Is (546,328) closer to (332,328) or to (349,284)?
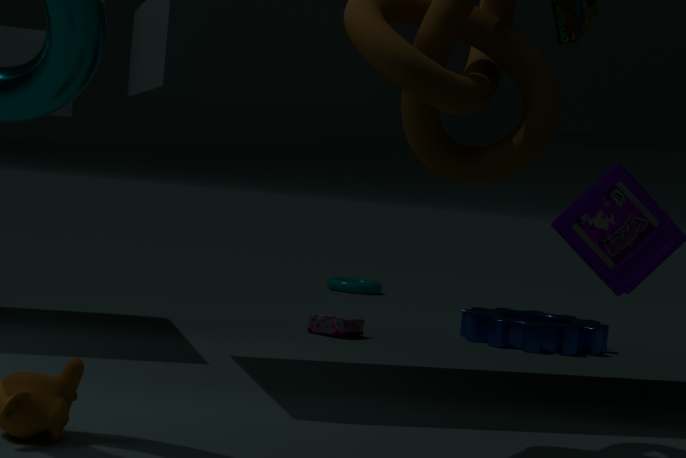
(332,328)
